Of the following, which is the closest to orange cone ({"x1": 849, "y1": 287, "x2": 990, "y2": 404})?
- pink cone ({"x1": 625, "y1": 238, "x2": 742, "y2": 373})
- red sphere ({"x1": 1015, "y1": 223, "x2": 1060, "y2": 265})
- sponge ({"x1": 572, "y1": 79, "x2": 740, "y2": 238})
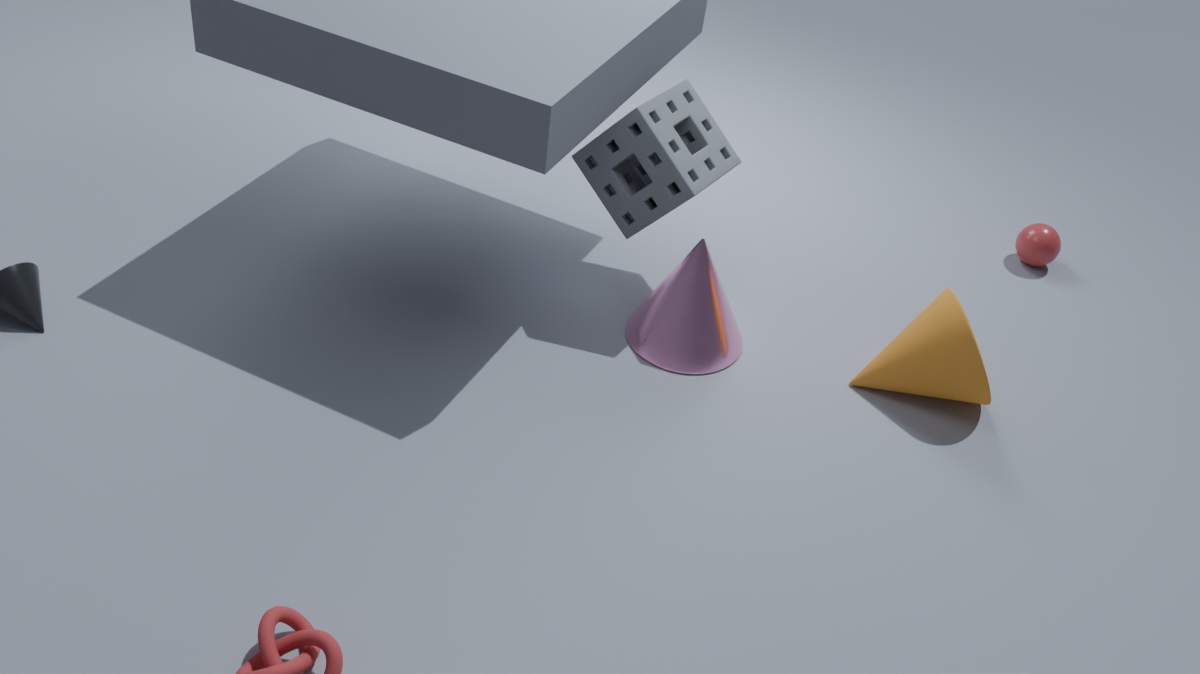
pink cone ({"x1": 625, "y1": 238, "x2": 742, "y2": 373})
